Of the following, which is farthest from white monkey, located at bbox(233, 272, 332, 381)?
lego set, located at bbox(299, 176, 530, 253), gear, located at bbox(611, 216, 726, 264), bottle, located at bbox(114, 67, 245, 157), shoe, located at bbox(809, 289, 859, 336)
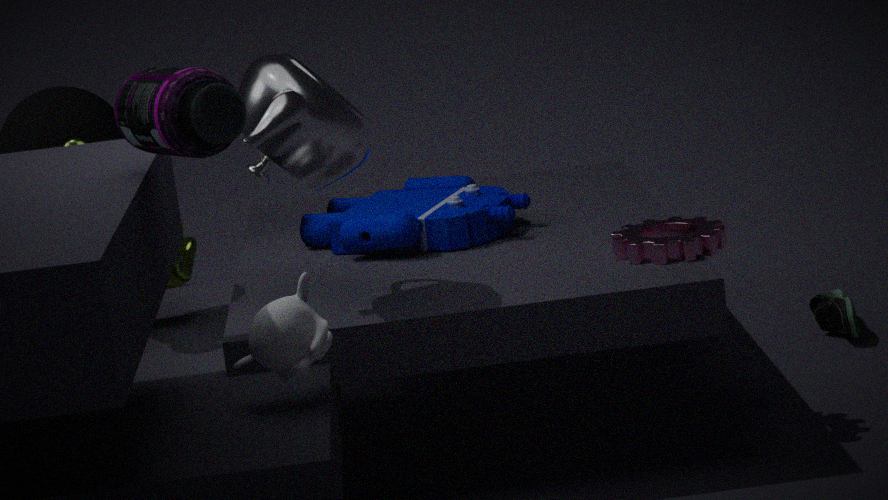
shoe, located at bbox(809, 289, 859, 336)
